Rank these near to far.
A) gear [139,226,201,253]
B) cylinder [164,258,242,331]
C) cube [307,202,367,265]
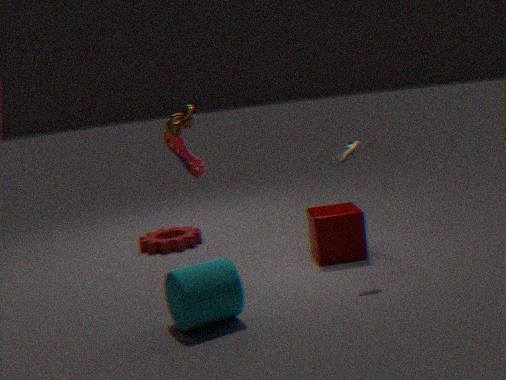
cylinder [164,258,242,331], cube [307,202,367,265], gear [139,226,201,253]
